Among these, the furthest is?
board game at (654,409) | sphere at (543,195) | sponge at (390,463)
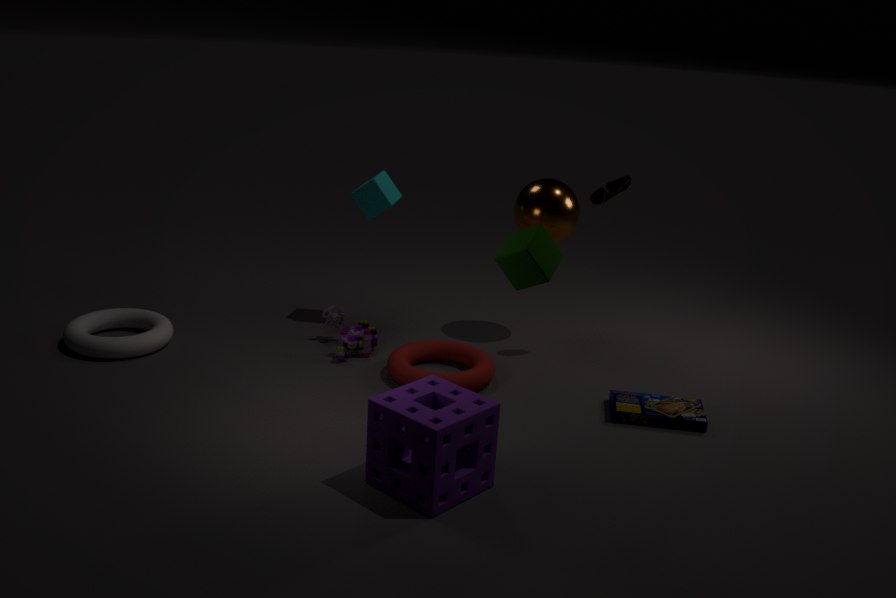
sphere at (543,195)
